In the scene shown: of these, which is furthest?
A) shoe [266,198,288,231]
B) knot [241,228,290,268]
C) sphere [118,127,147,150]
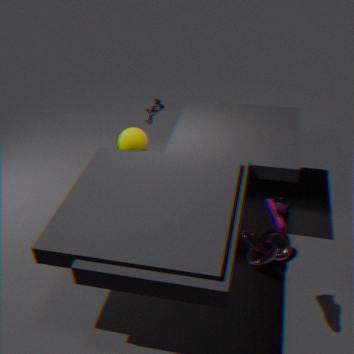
sphere [118,127,147,150]
